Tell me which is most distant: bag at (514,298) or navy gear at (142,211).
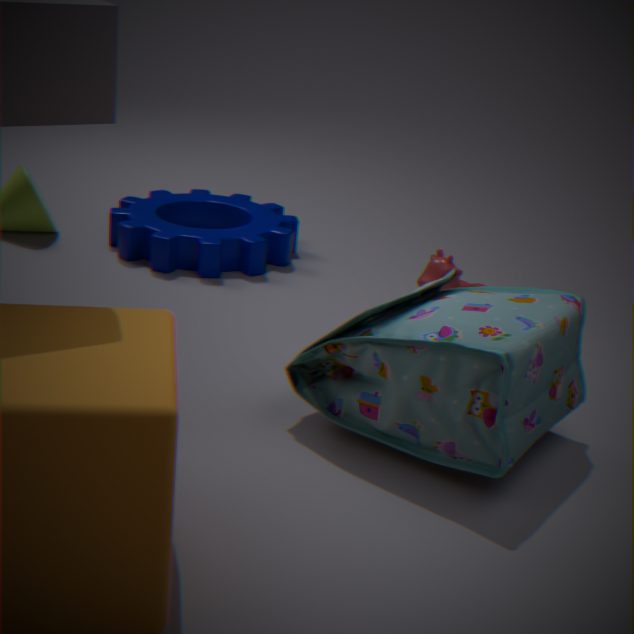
navy gear at (142,211)
